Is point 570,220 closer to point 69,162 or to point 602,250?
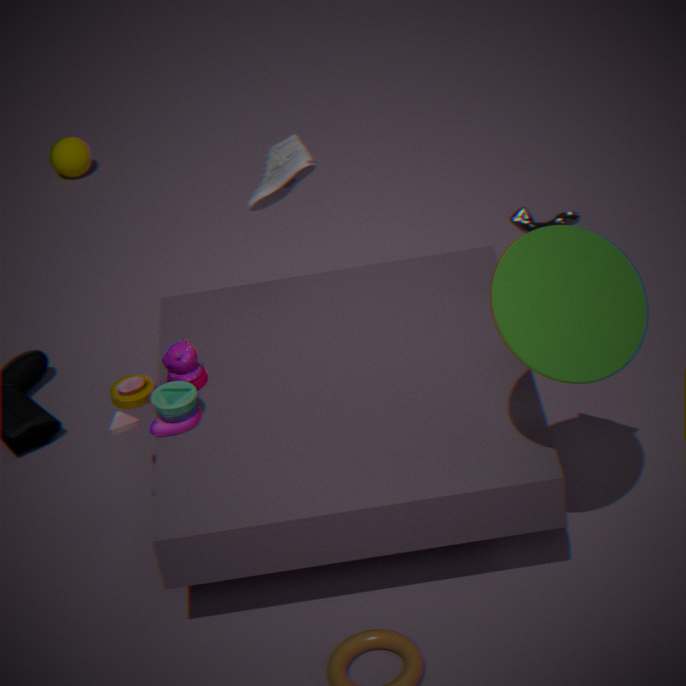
point 602,250
